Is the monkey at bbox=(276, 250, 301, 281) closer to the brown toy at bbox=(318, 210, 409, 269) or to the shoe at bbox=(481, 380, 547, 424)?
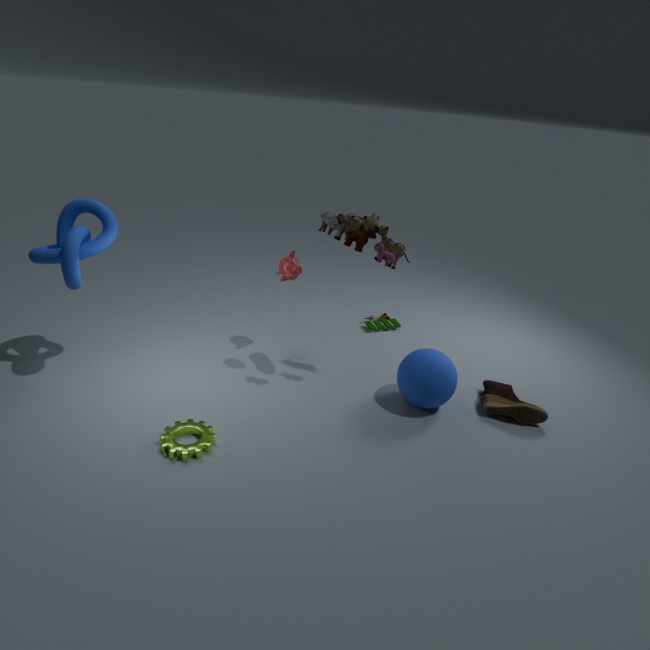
the brown toy at bbox=(318, 210, 409, 269)
